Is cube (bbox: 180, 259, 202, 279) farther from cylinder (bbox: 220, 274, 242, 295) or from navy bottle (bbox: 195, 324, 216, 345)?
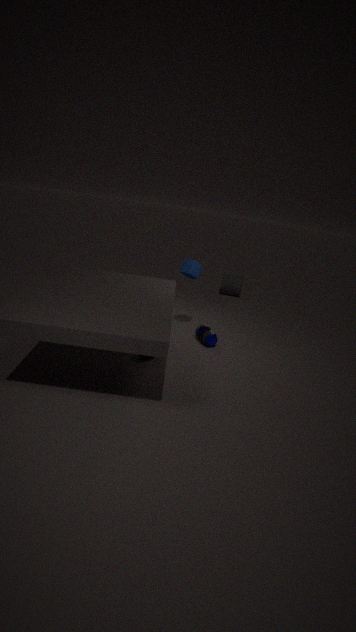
cylinder (bbox: 220, 274, 242, 295)
